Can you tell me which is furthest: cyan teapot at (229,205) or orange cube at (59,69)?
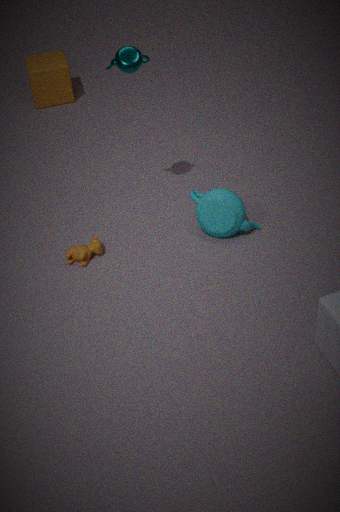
orange cube at (59,69)
